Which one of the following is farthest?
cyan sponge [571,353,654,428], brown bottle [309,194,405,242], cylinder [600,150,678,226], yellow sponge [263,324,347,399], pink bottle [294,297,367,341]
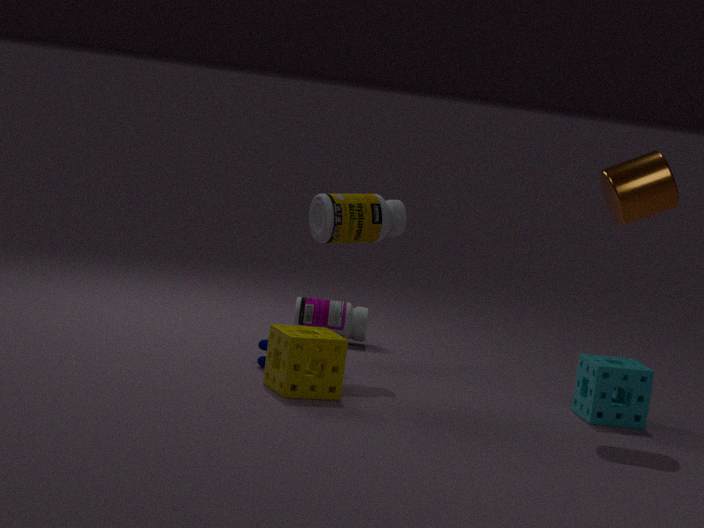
pink bottle [294,297,367,341]
